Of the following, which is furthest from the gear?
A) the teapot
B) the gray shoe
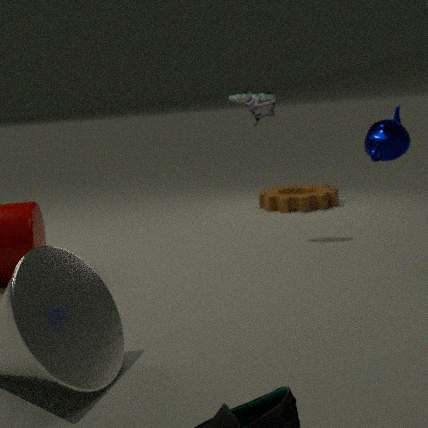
the teapot
